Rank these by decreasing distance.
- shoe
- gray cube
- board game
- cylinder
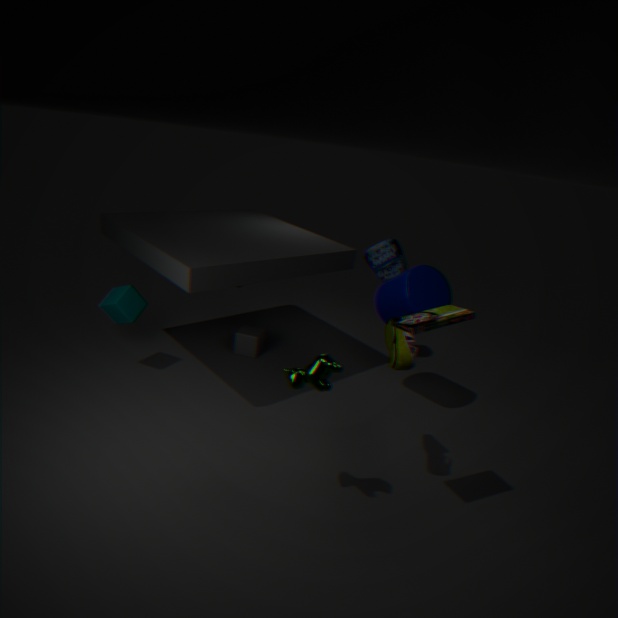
1. gray cube
2. cylinder
3. shoe
4. board game
